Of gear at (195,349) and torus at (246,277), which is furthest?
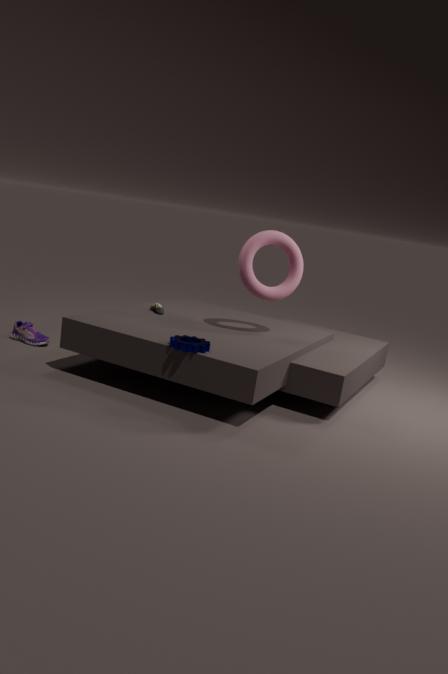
torus at (246,277)
